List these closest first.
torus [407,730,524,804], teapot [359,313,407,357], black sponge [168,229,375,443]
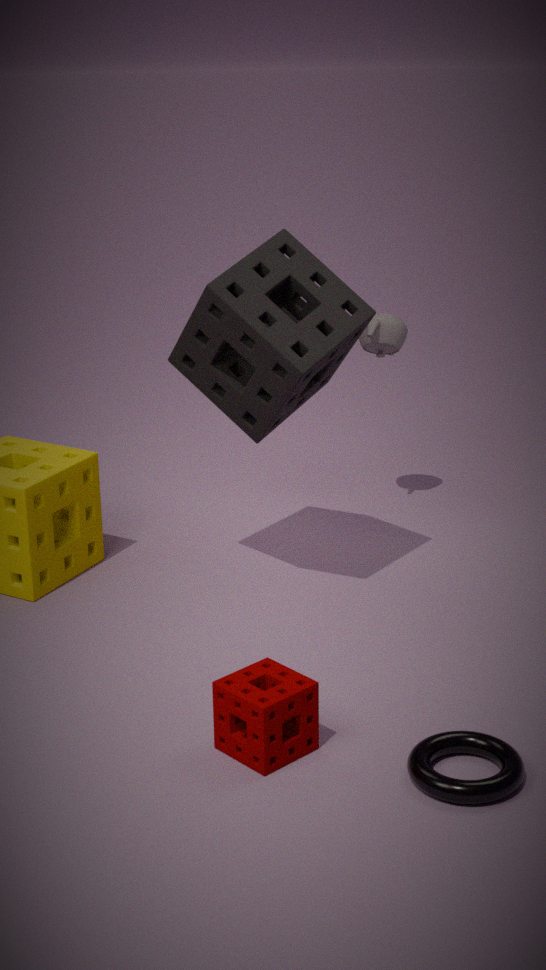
1. torus [407,730,524,804]
2. black sponge [168,229,375,443]
3. teapot [359,313,407,357]
